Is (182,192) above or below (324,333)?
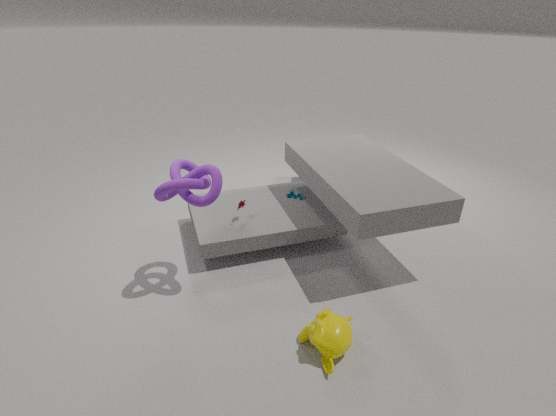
above
